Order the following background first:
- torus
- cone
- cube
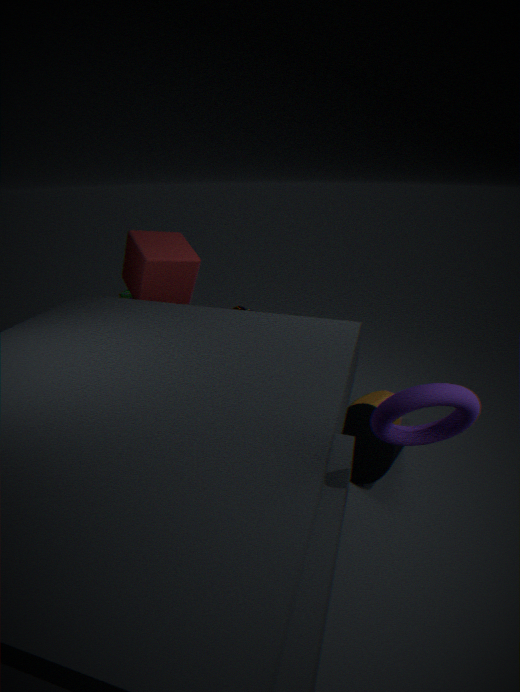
cube, cone, torus
